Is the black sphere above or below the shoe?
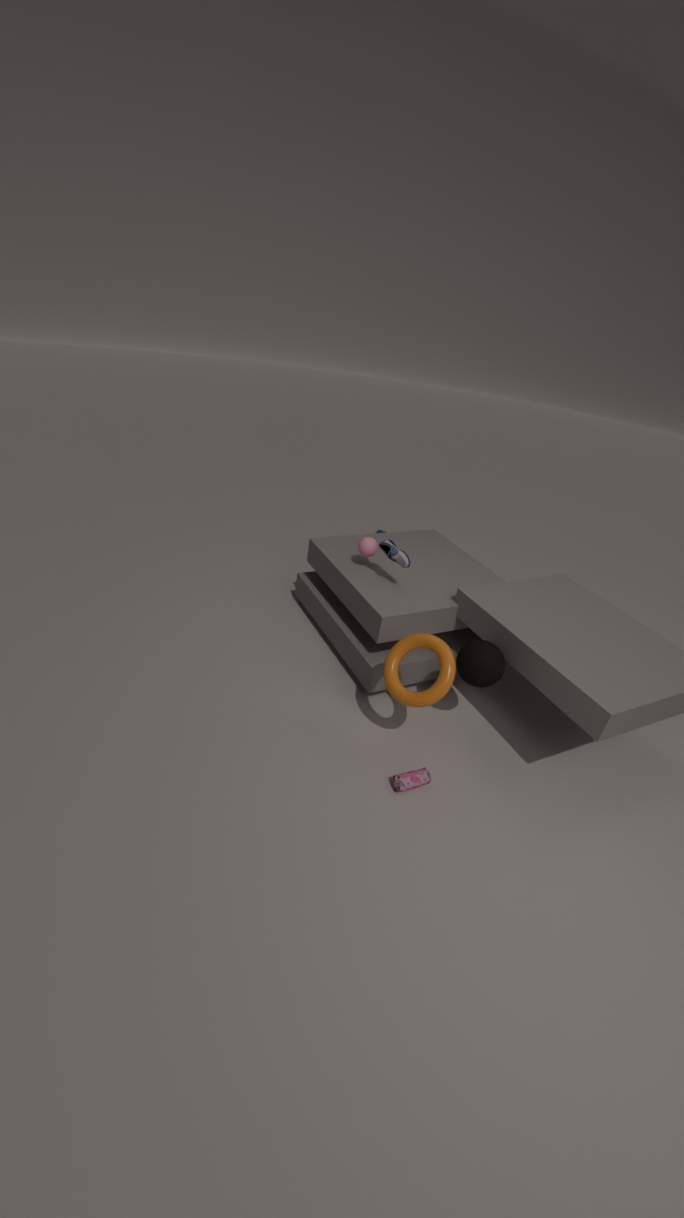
below
